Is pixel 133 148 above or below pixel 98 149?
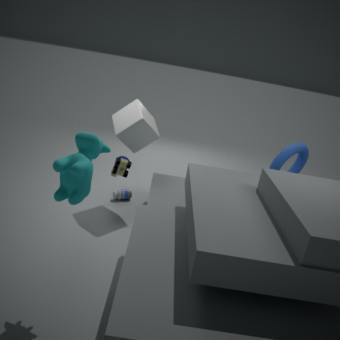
below
